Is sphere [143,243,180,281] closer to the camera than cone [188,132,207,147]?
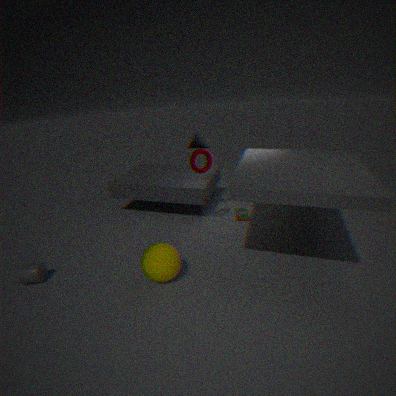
Yes
